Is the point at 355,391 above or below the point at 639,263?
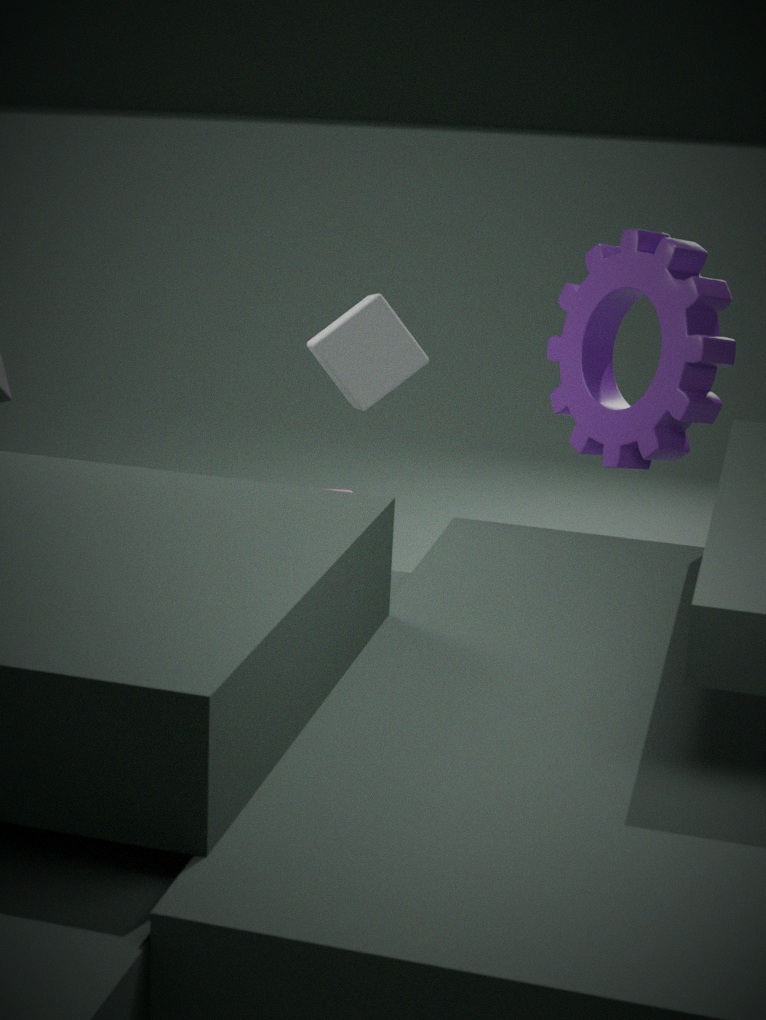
above
